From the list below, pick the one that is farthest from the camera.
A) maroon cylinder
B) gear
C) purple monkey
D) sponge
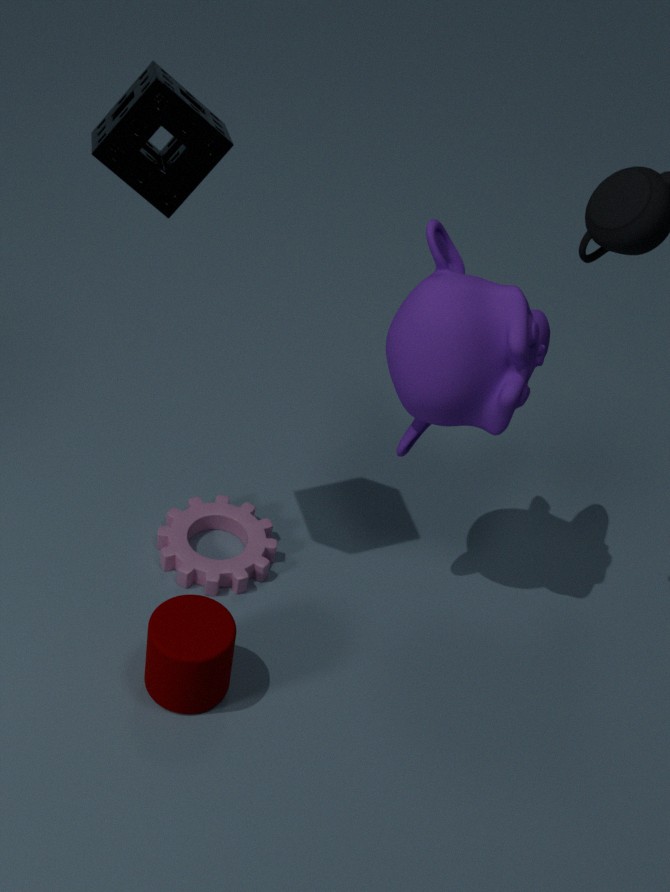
gear
